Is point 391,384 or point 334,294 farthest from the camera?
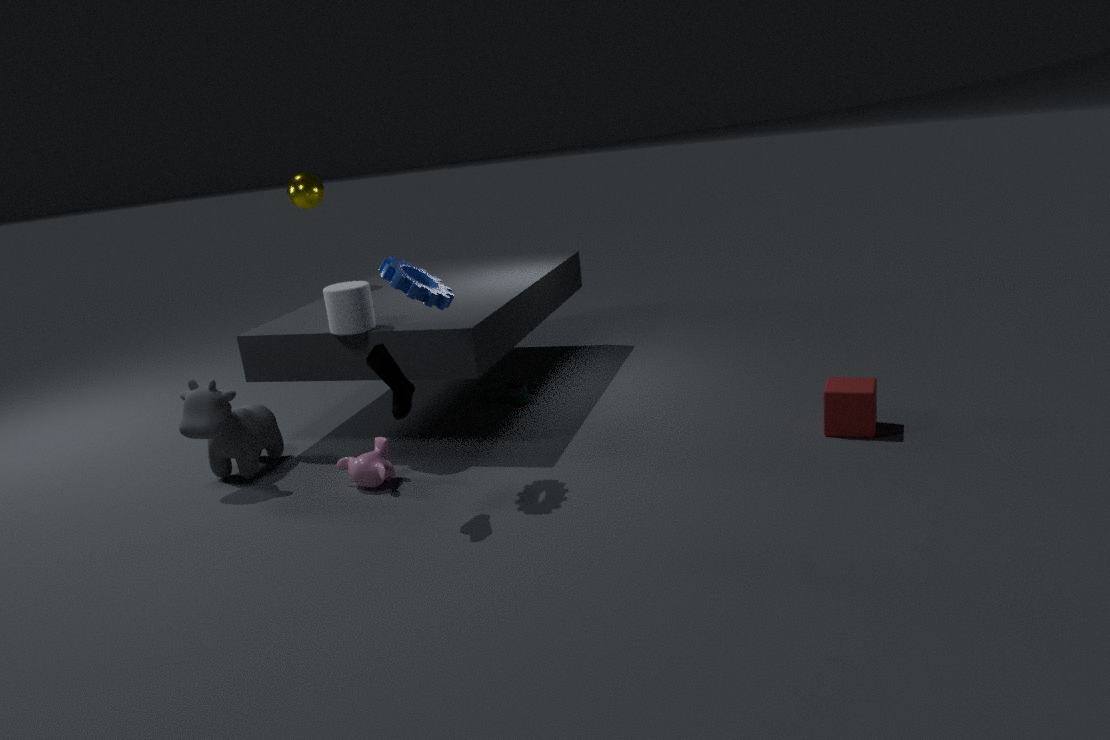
point 334,294
